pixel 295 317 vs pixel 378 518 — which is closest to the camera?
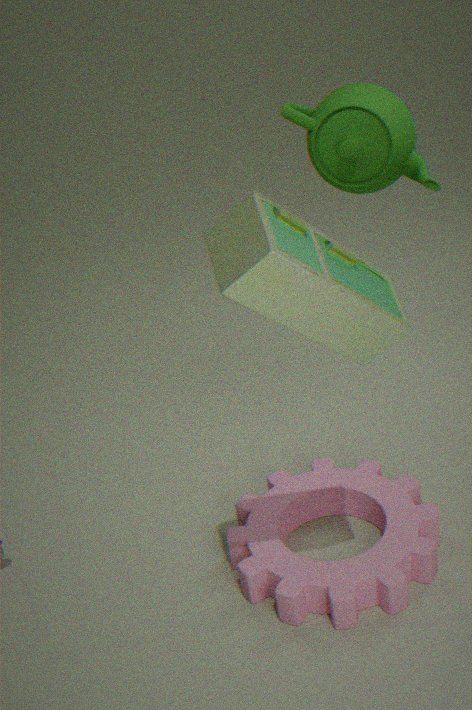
pixel 295 317
